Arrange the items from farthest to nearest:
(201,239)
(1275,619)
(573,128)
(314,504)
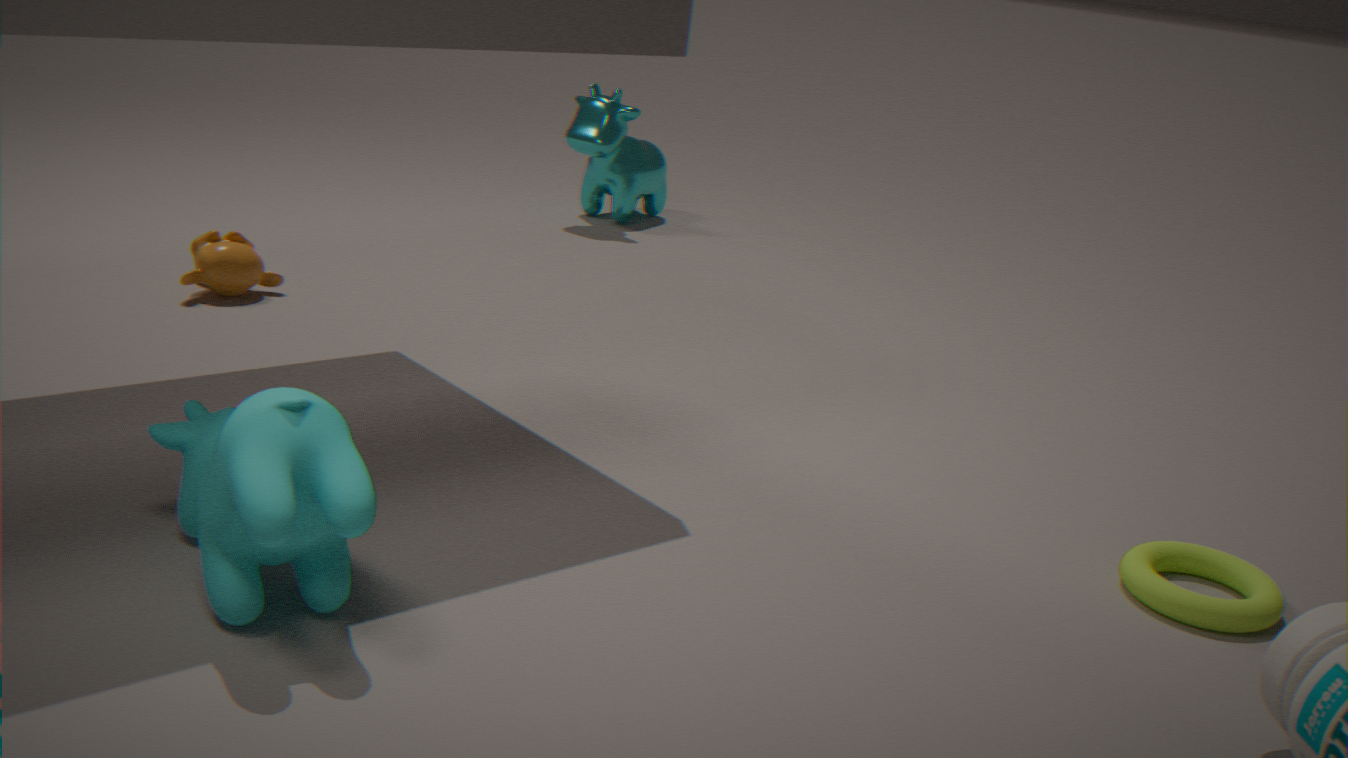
(573,128)
(201,239)
(1275,619)
(314,504)
